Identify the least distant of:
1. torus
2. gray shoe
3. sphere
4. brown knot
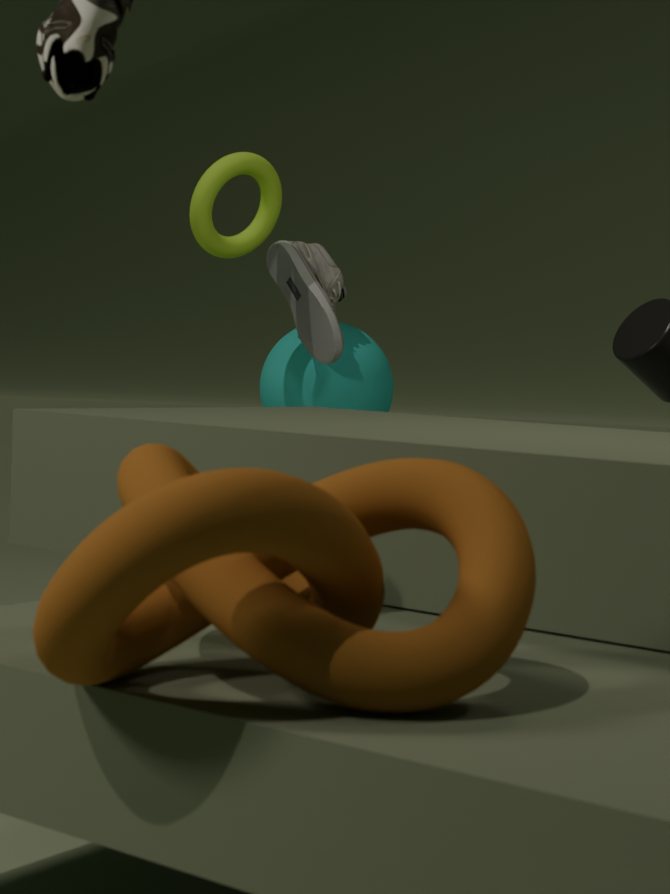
brown knot
